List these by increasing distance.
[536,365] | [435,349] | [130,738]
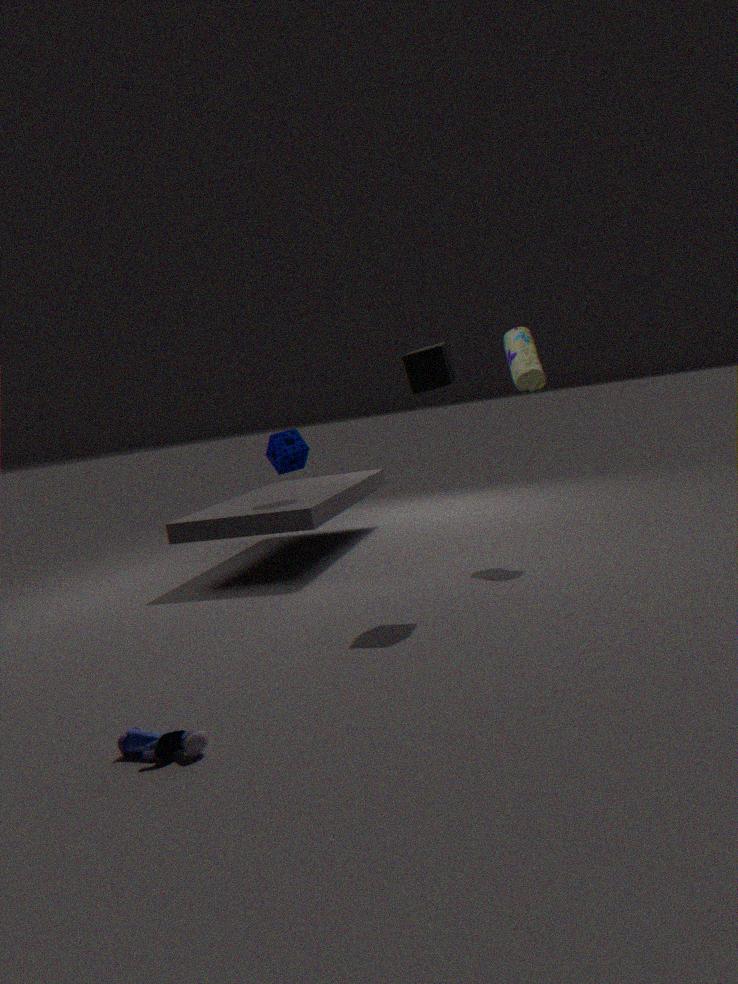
[130,738], [435,349], [536,365]
